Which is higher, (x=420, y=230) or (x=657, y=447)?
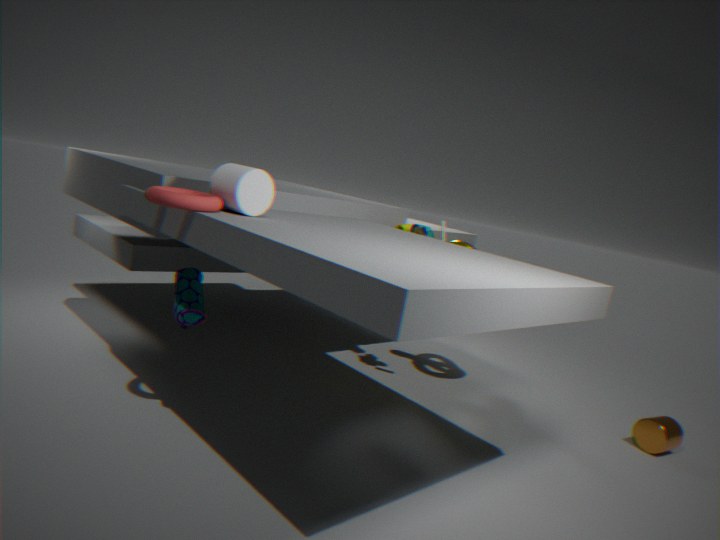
(x=420, y=230)
